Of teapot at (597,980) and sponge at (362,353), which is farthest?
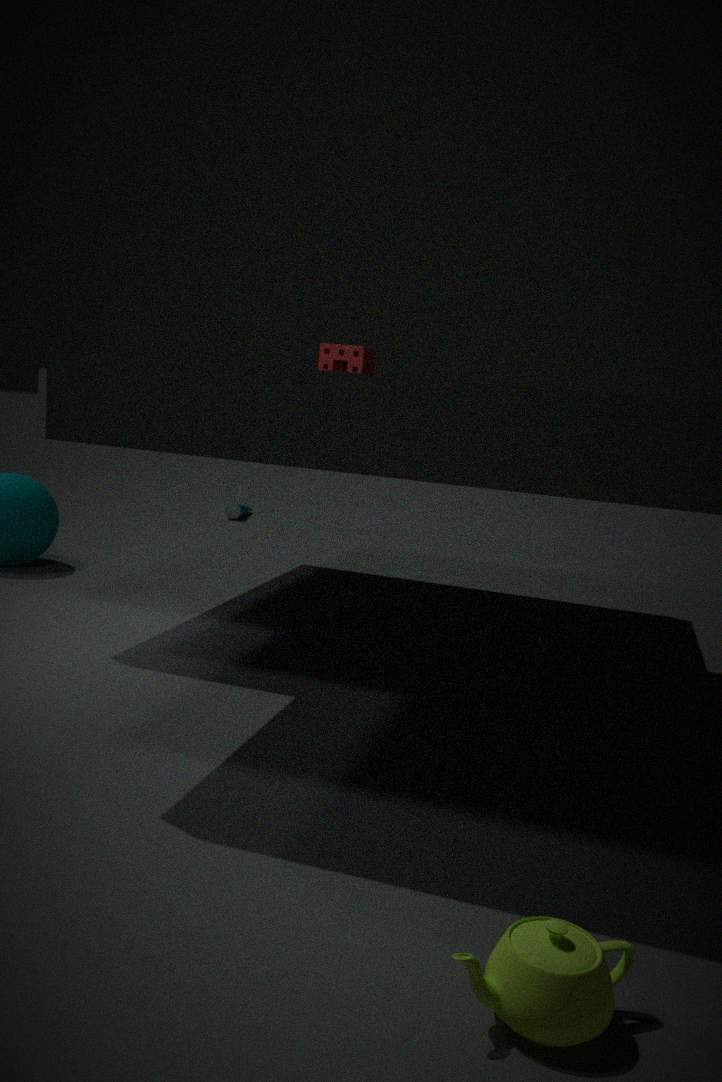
sponge at (362,353)
